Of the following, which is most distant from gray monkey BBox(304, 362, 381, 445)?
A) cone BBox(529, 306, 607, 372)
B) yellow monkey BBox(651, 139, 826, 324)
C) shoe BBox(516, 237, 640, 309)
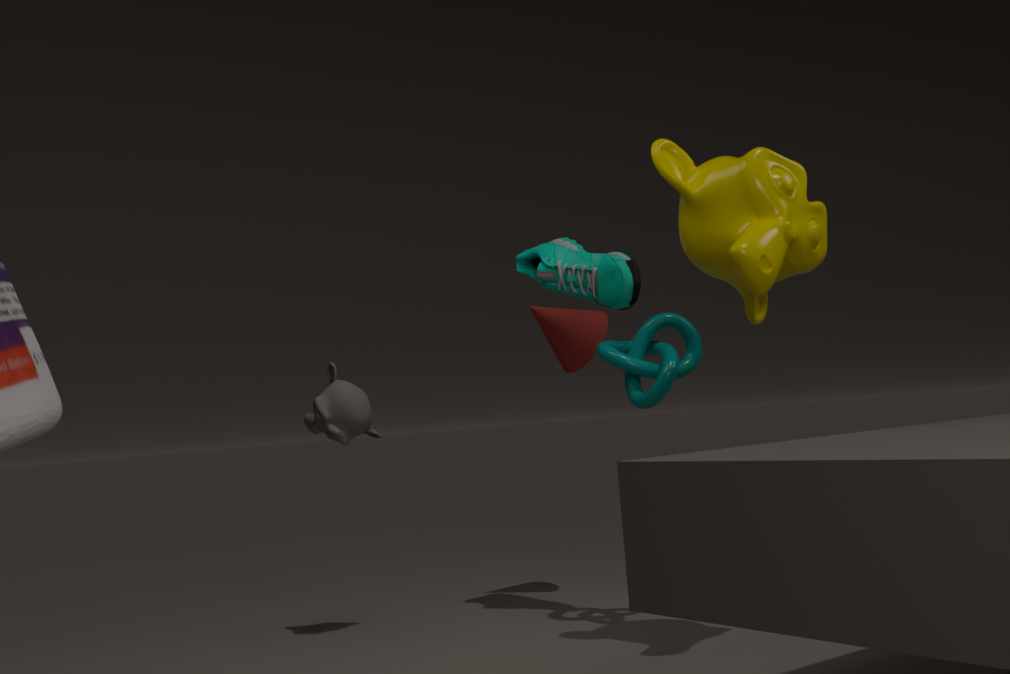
yellow monkey BBox(651, 139, 826, 324)
